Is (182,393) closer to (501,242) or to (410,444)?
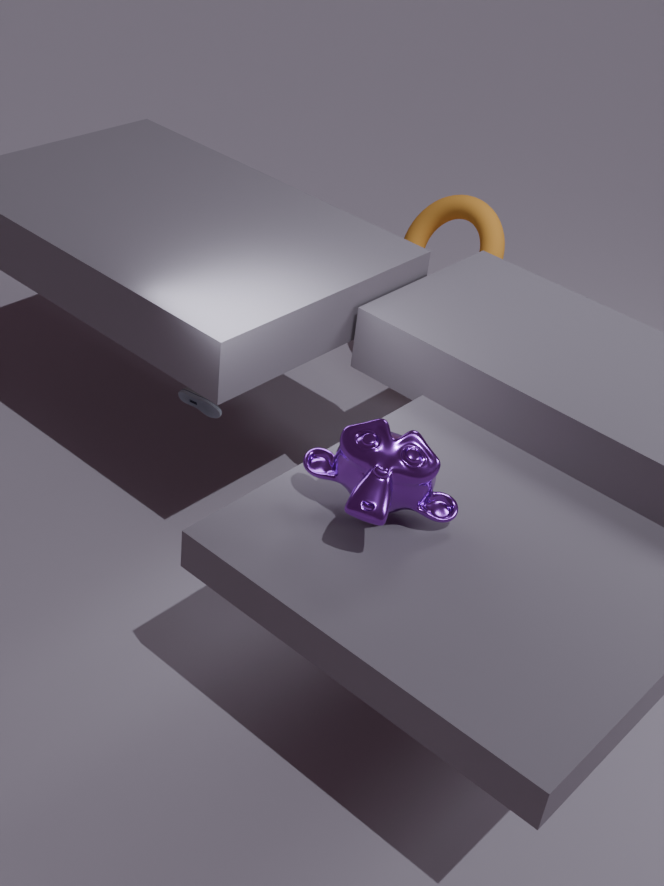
(410,444)
